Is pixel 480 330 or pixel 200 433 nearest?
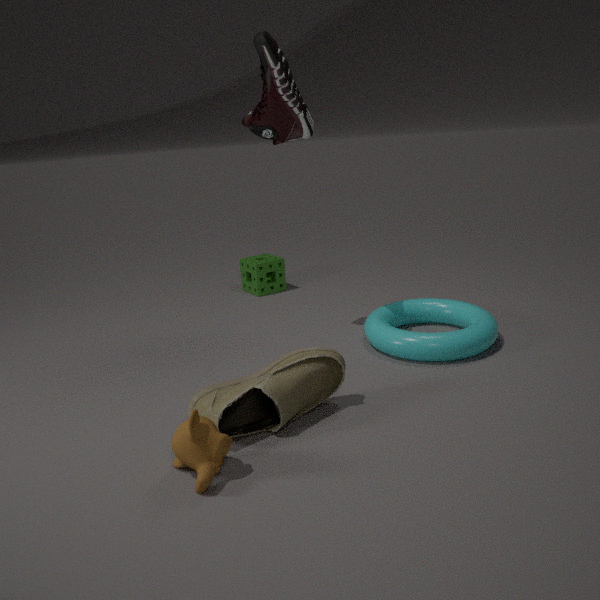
pixel 200 433
